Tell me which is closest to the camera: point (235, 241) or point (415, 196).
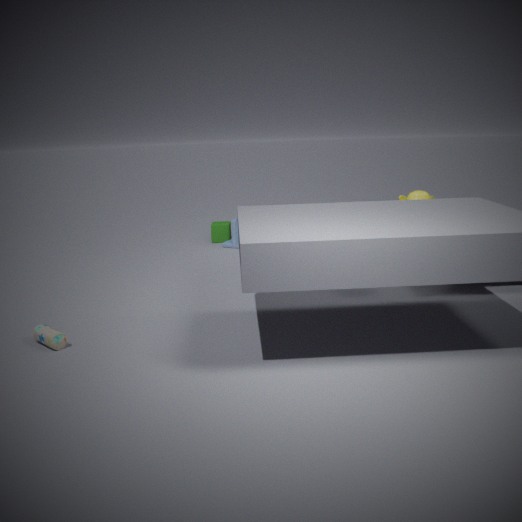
point (415, 196)
